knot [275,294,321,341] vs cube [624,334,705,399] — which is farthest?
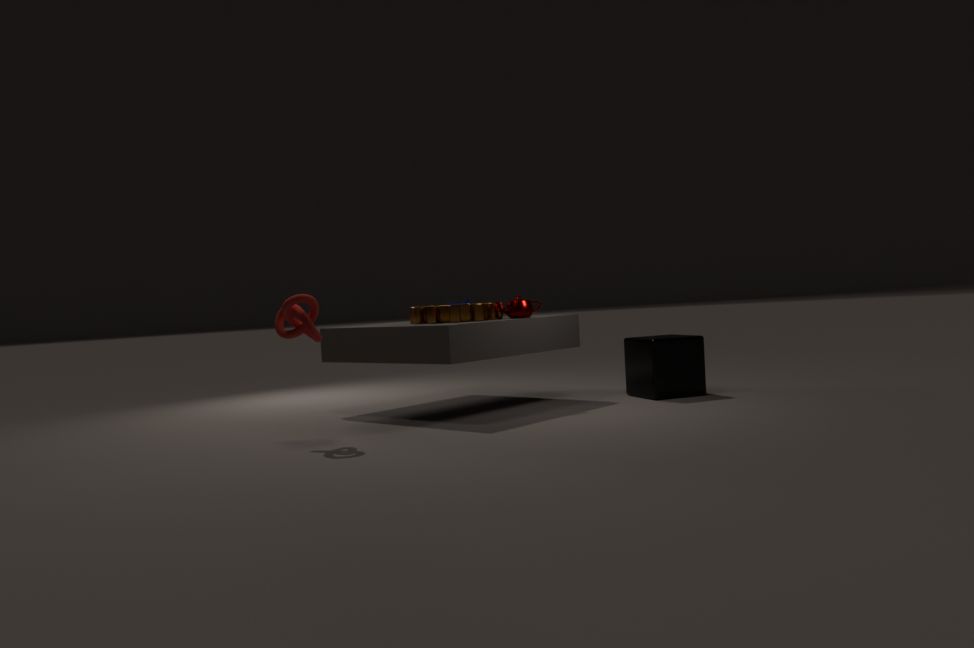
cube [624,334,705,399]
